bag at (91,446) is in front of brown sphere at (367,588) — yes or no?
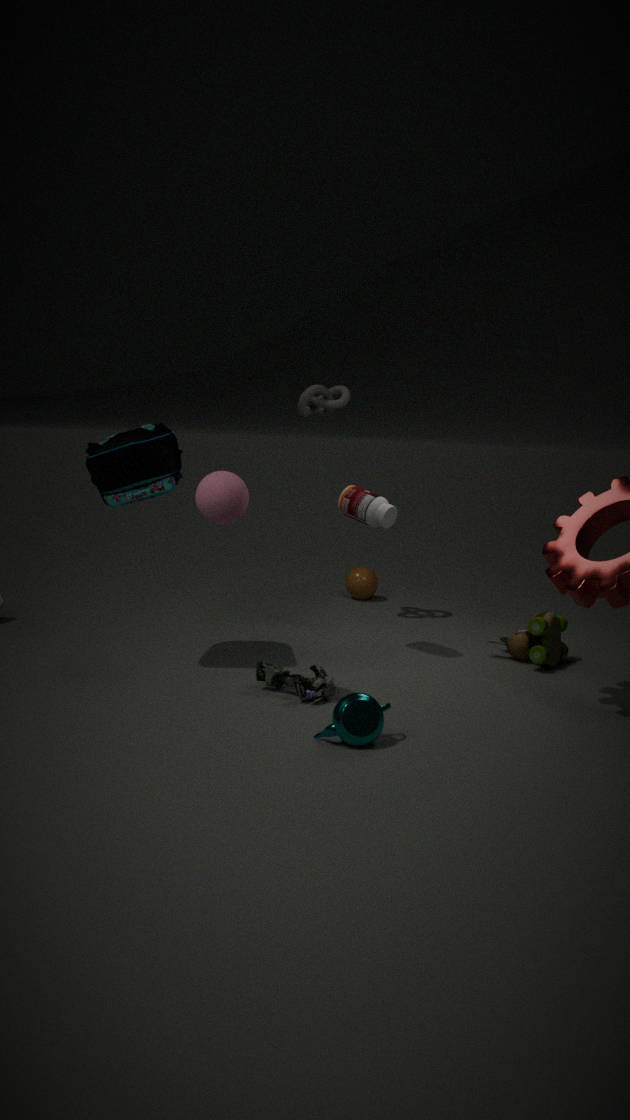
Yes
